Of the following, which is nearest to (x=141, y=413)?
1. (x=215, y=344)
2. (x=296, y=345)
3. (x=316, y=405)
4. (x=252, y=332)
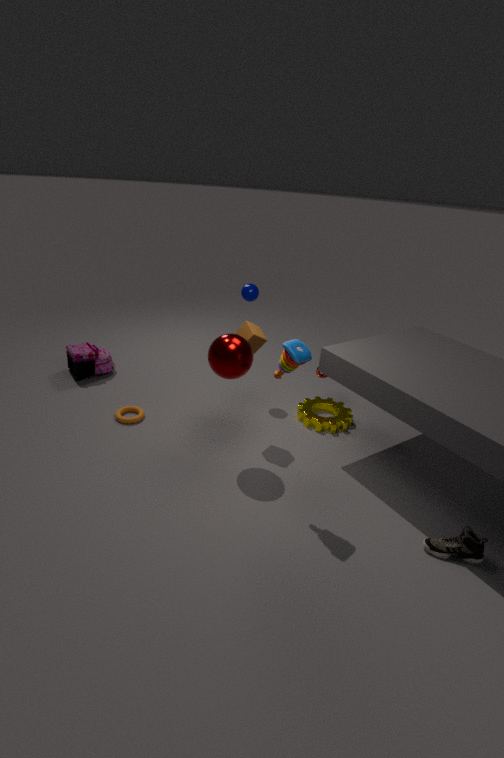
(x=215, y=344)
